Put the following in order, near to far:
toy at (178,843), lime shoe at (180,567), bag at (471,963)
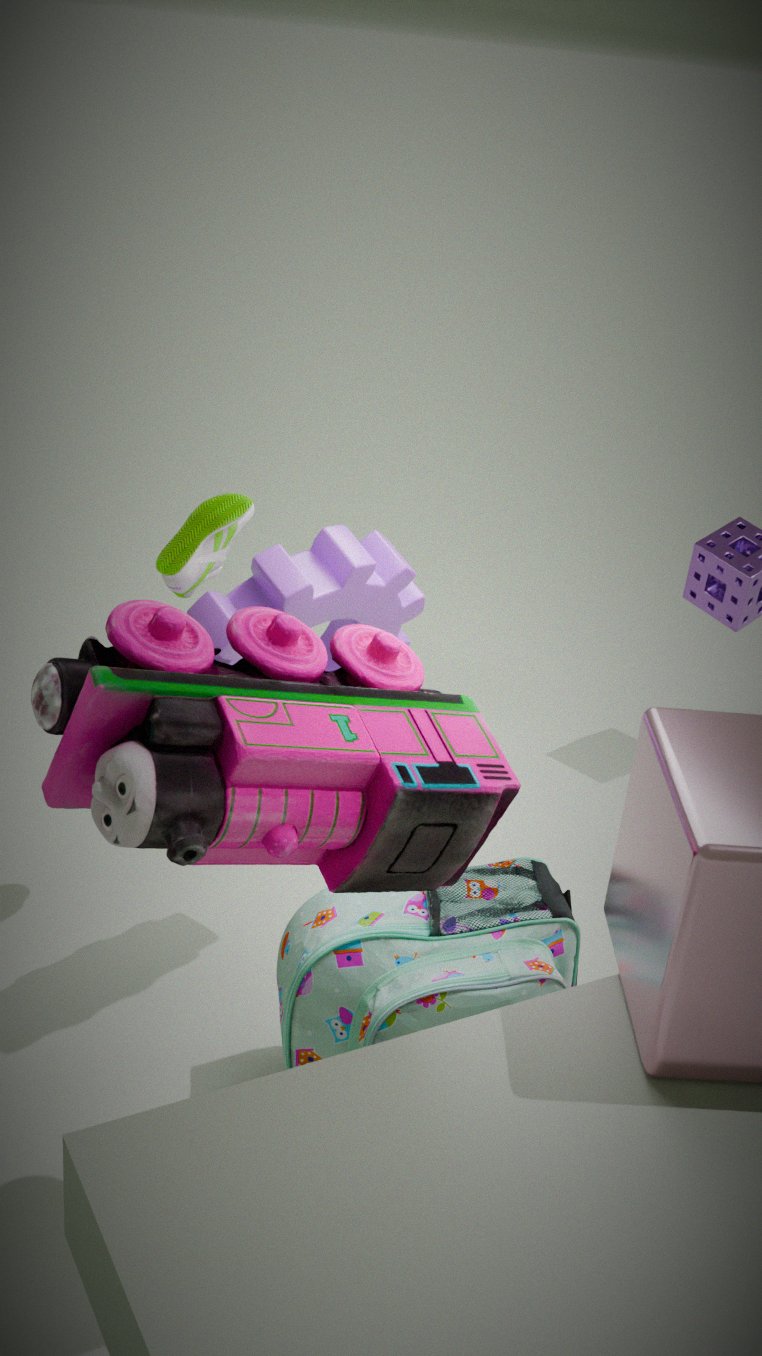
toy at (178,843)
bag at (471,963)
lime shoe at (180,567)
